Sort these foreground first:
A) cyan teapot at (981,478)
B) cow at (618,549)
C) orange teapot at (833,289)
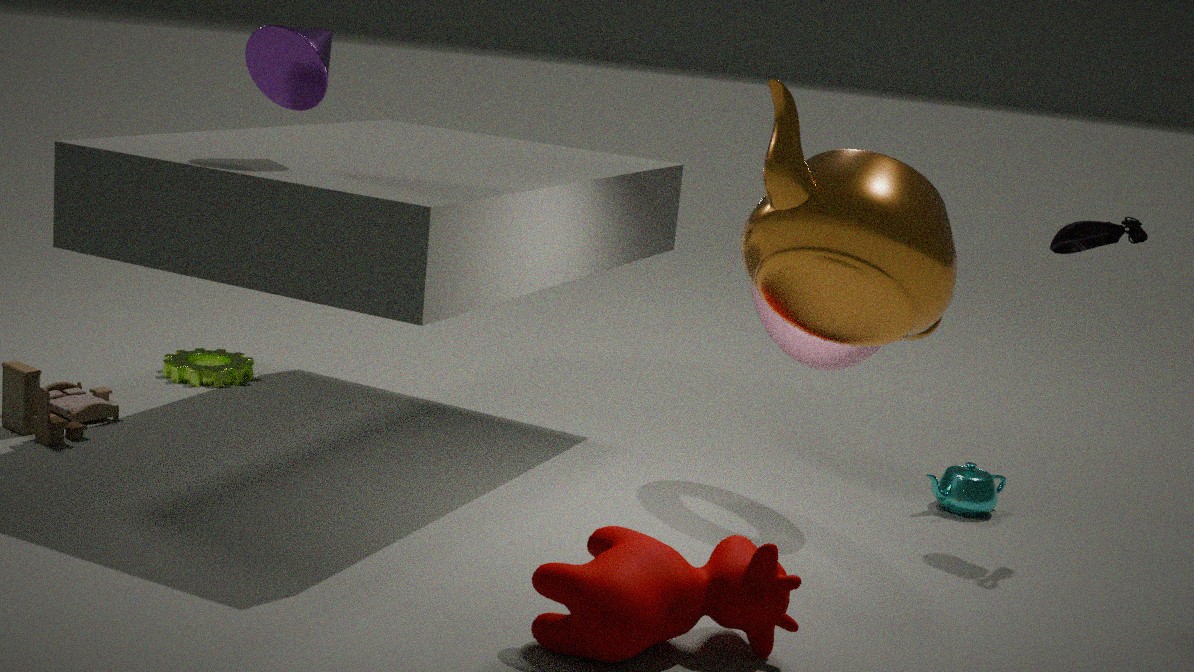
orange teapot at (833,289)
cow at (618,549)
cyan teapot at (981,478)
